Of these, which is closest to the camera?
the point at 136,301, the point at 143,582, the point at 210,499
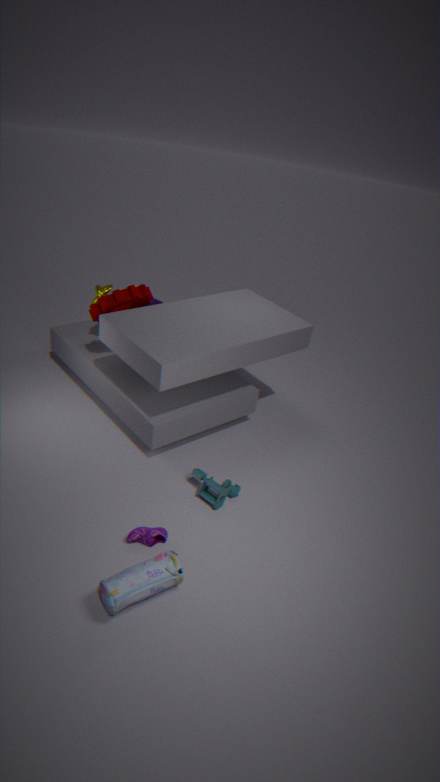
the point at 143,582
